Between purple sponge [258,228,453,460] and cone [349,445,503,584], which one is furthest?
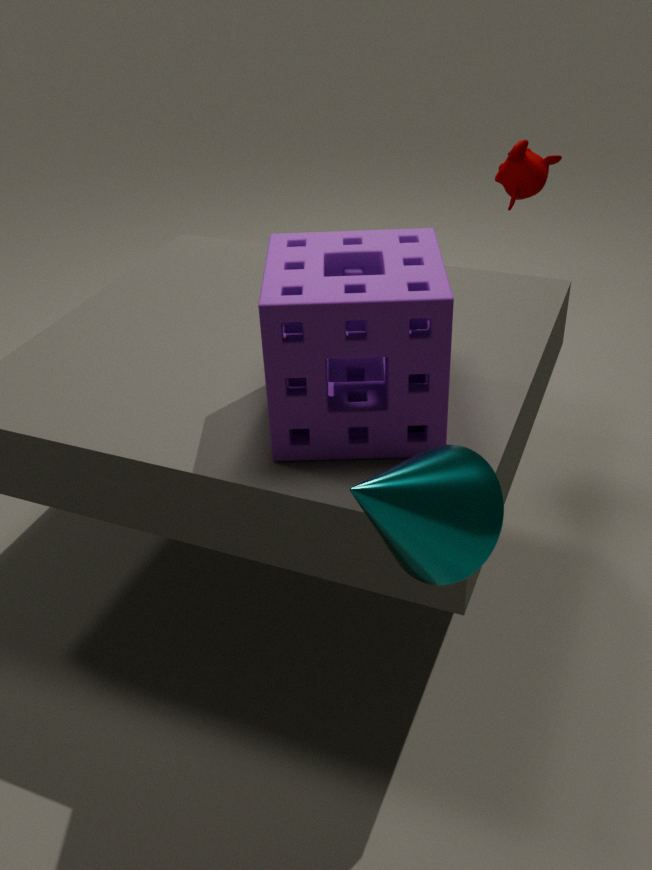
purple sponge [258,228,453,460]
